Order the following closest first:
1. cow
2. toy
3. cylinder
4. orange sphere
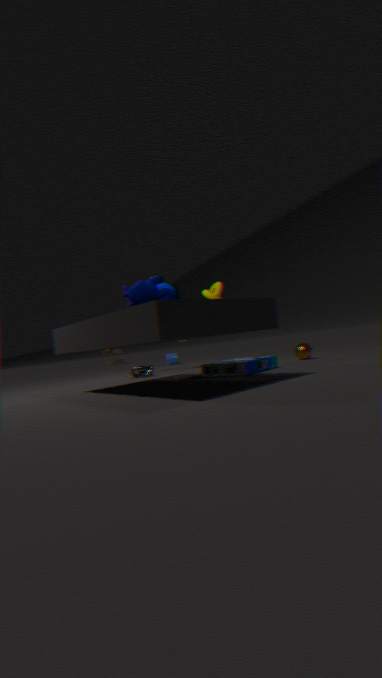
cow
orange sphere
cylinder
toy
